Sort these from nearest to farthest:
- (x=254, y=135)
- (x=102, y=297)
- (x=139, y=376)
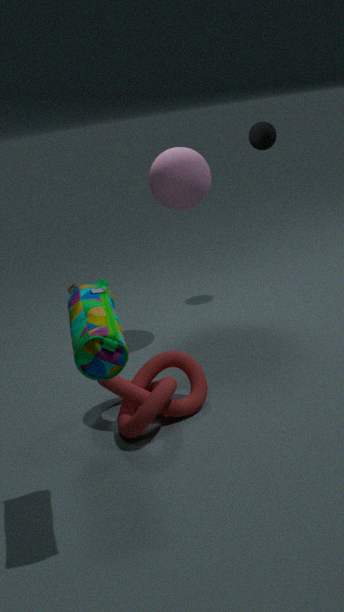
(x=102, y=297) → (x=139, y=376) → (x=254, y=135)
